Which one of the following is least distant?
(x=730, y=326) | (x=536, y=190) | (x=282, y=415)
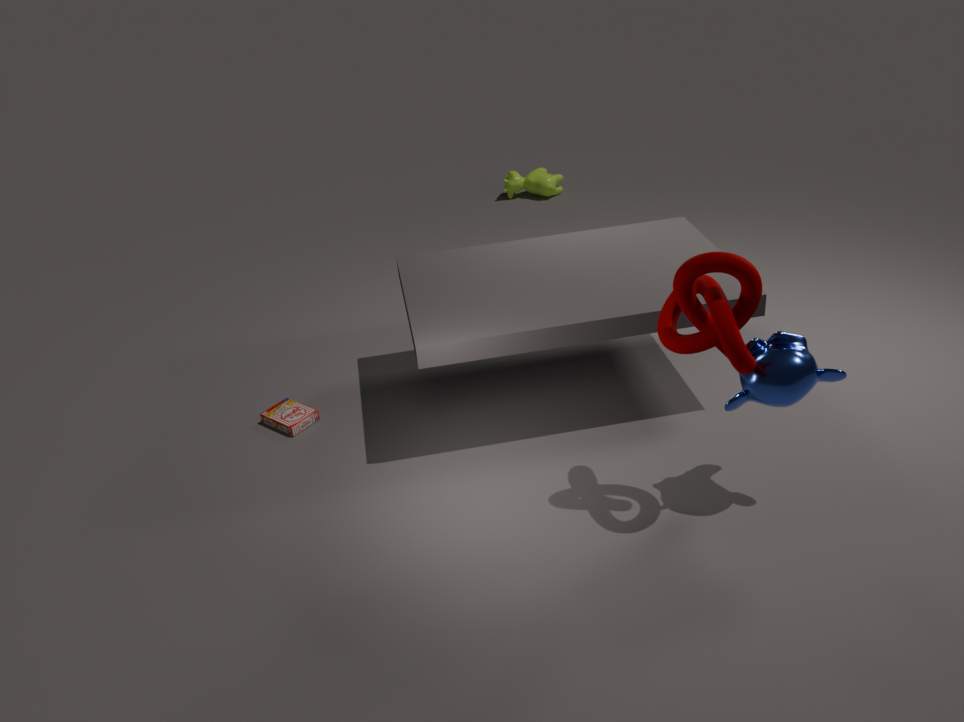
(x=730, y=326)
